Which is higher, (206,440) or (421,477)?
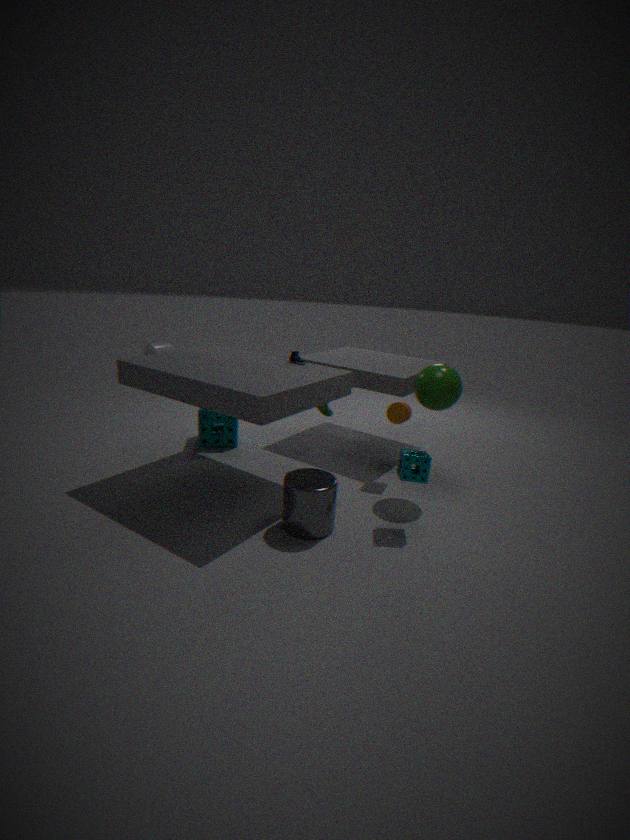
(421,477)
